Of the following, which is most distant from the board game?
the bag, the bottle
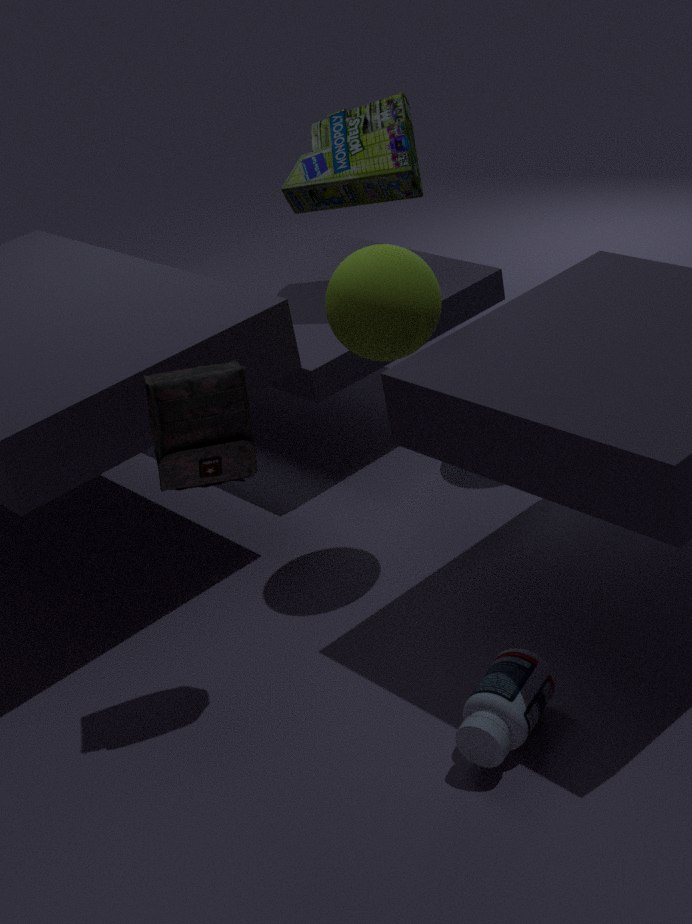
the bottle
